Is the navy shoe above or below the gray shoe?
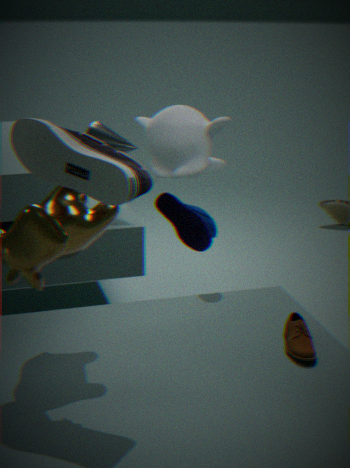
below
